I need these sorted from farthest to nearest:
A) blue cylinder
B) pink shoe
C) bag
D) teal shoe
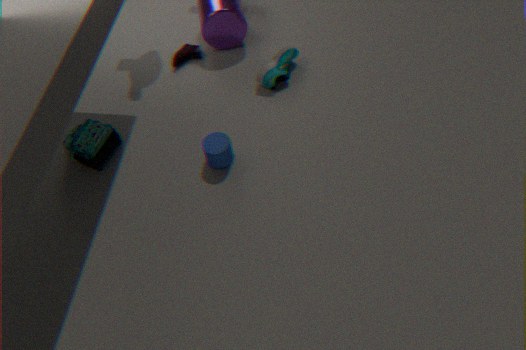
pink shoe → teal shoe → bag → blue cylinder
